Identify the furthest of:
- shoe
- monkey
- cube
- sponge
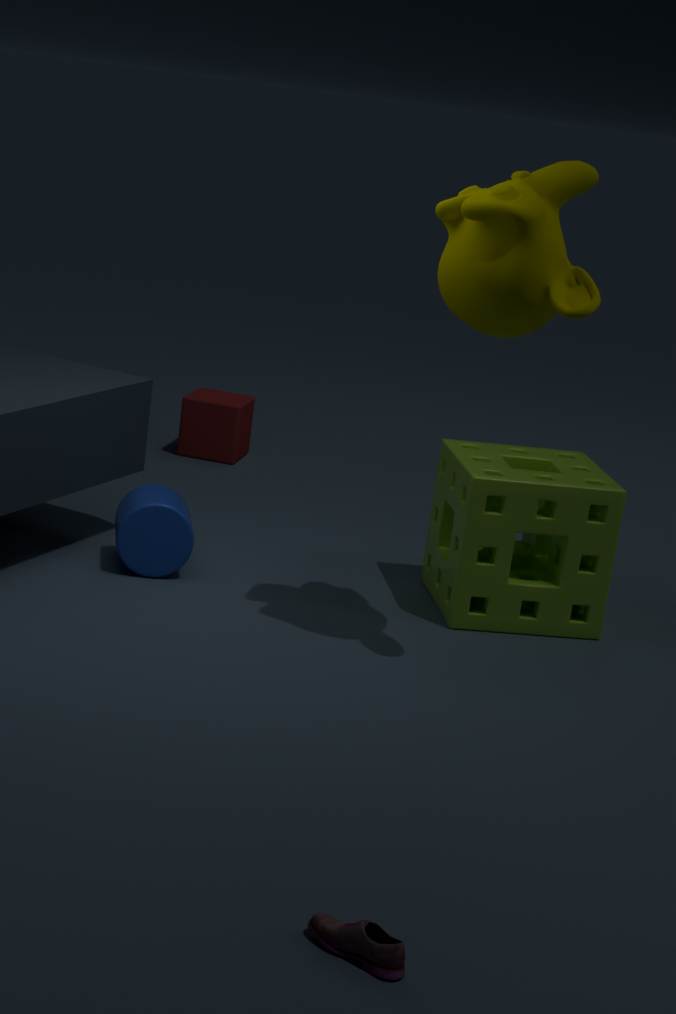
cube
